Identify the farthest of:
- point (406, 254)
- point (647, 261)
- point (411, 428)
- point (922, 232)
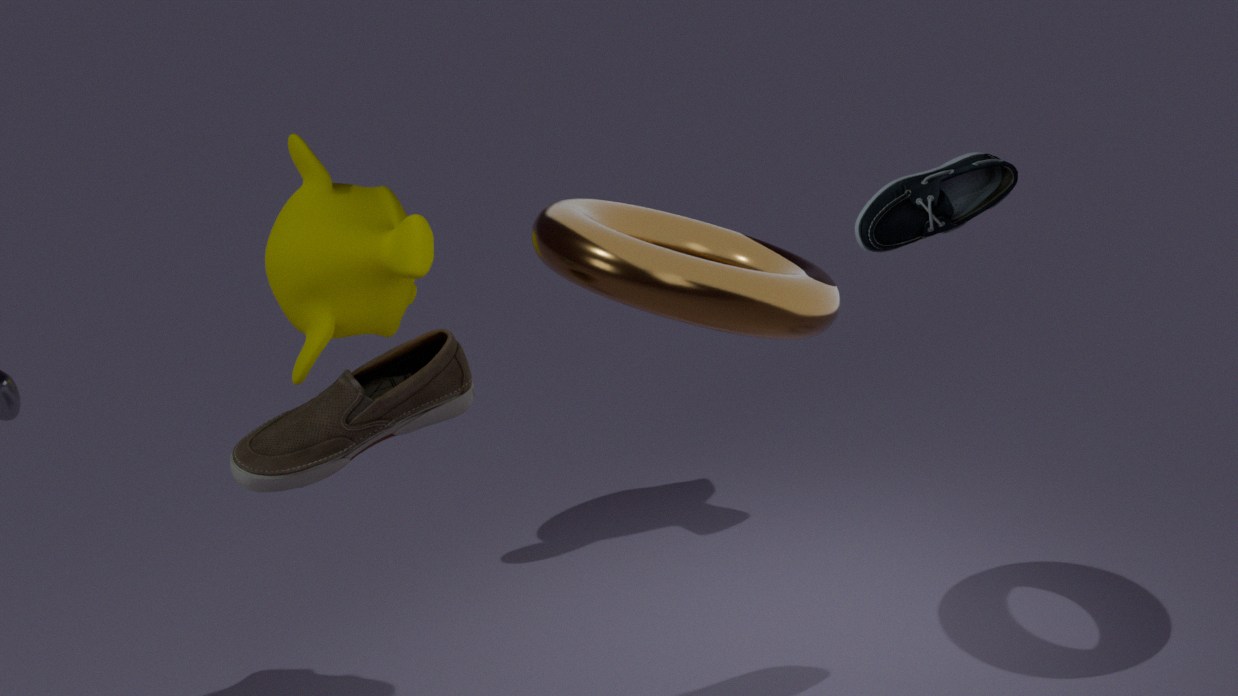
point (406, 254)
